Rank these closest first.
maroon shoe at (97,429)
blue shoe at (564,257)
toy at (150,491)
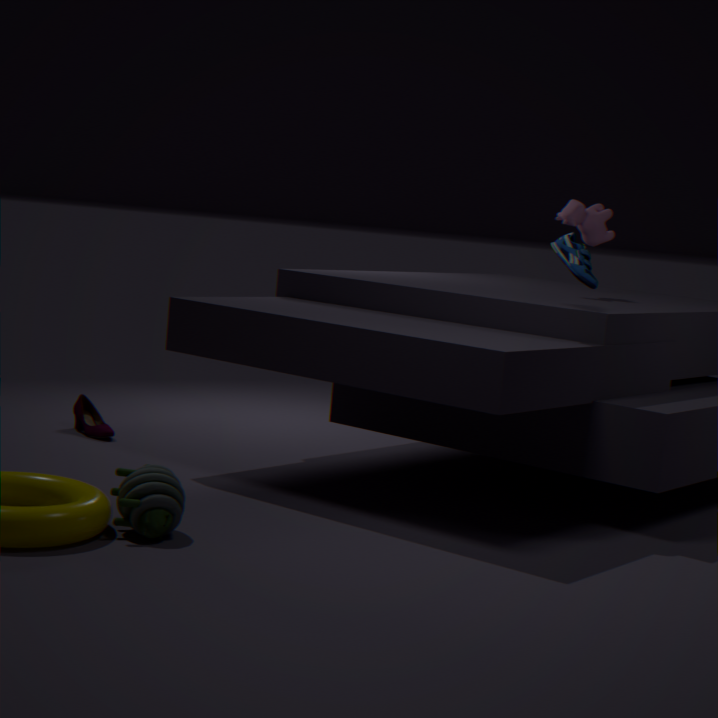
toy at (150,491) < blue shoe at (564,257) < maroon shoe at (97,429)
